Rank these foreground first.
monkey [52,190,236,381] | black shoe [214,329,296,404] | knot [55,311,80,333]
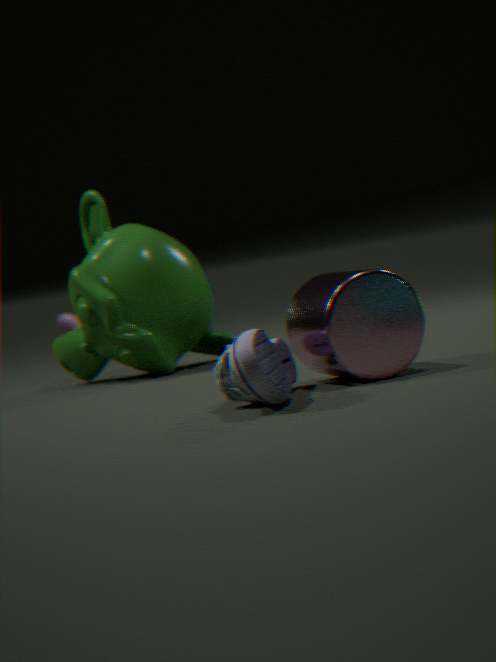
black shoe [214,329,296,404] → monkey [52,190,236,381] → knot [55,311,80,333]
